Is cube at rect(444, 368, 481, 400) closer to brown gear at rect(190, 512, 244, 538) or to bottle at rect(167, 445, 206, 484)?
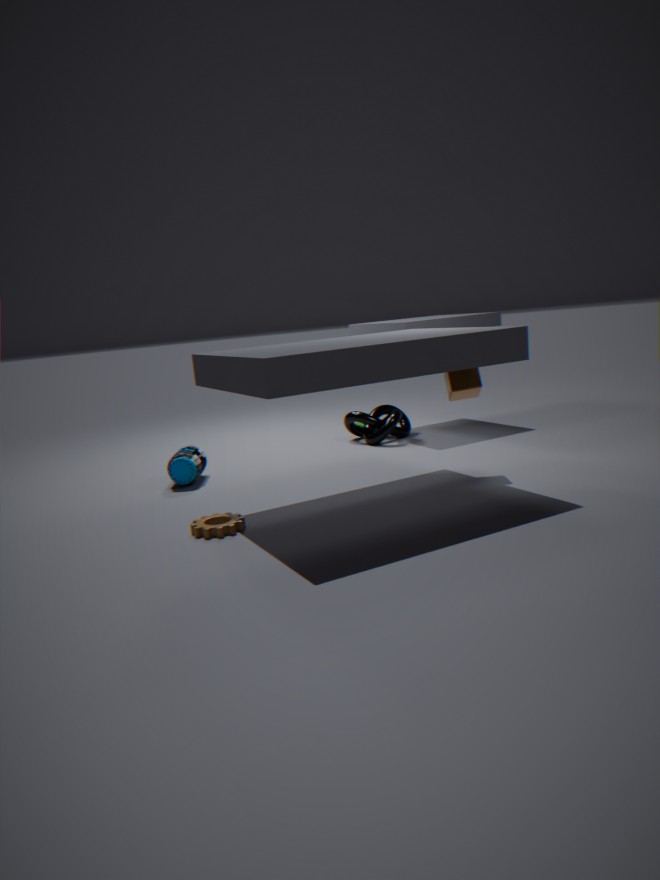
brown gear at rect(190, 512, 244, 538)
